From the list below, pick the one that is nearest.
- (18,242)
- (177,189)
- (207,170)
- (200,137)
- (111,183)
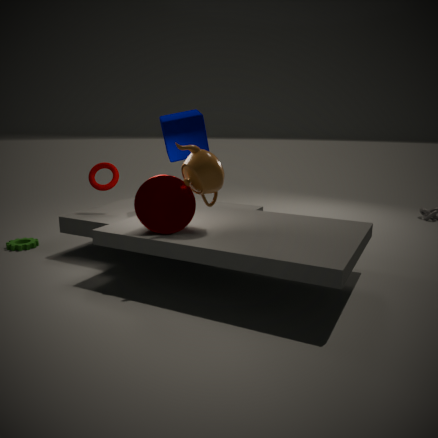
(207,170)
